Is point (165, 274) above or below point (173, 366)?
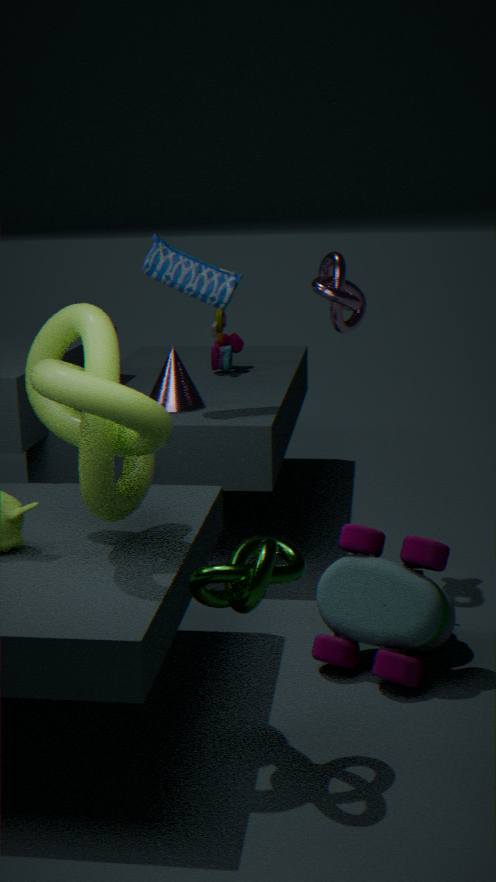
above
